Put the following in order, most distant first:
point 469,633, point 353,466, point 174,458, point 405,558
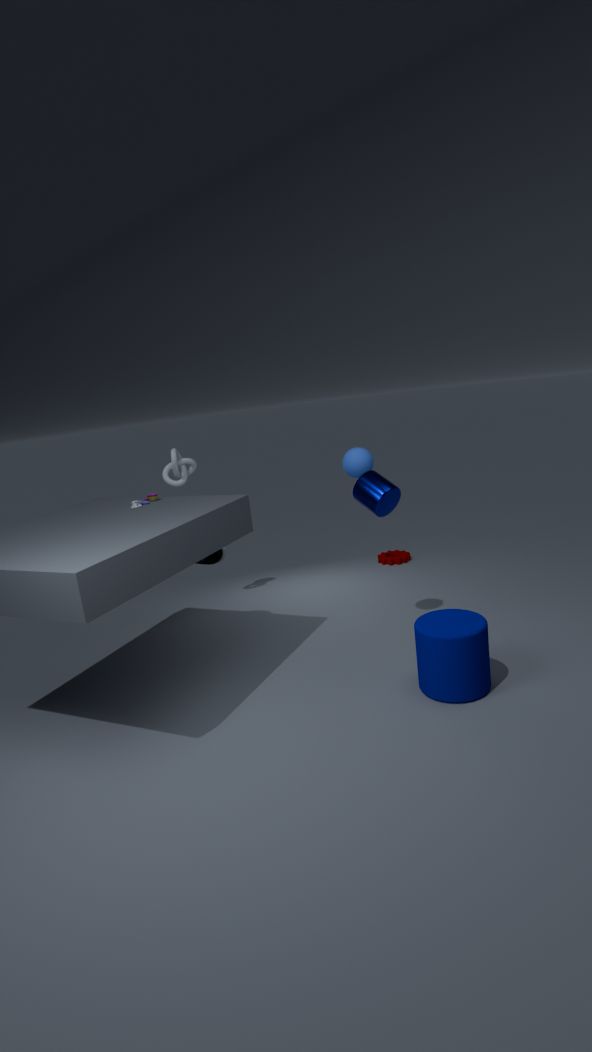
point 405,558 < point 174,458 < point 353,466 < point 469,633
